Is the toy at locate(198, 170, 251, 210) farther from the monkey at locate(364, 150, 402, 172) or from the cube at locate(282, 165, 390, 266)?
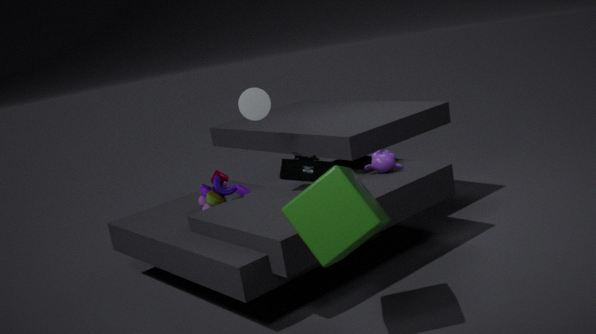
the cube at locate(282, 165, 390, 266)
